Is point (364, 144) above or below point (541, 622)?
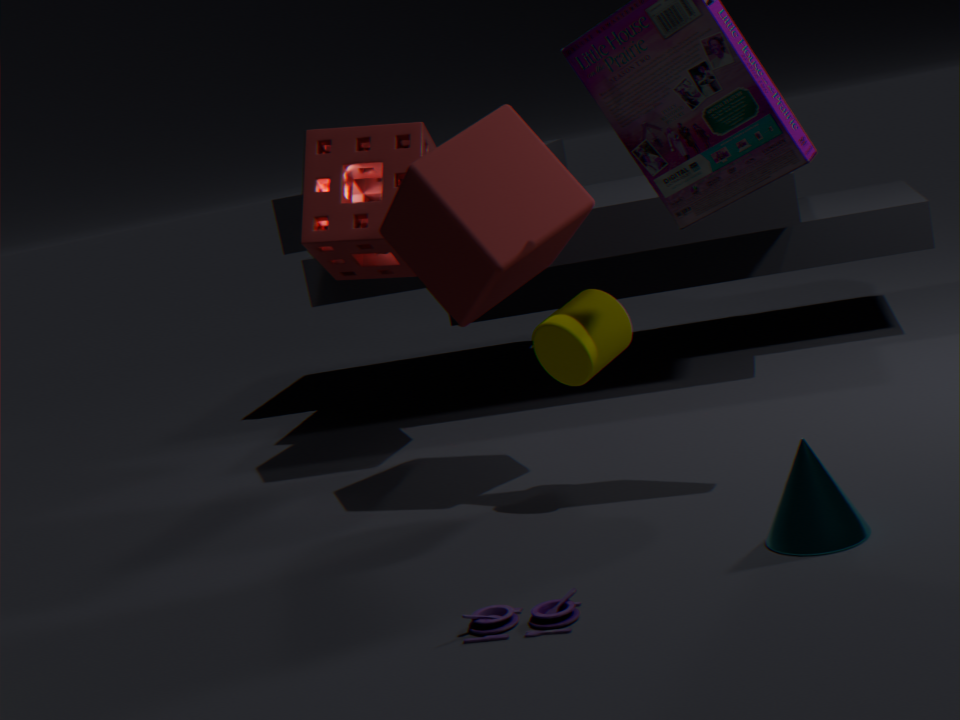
above
